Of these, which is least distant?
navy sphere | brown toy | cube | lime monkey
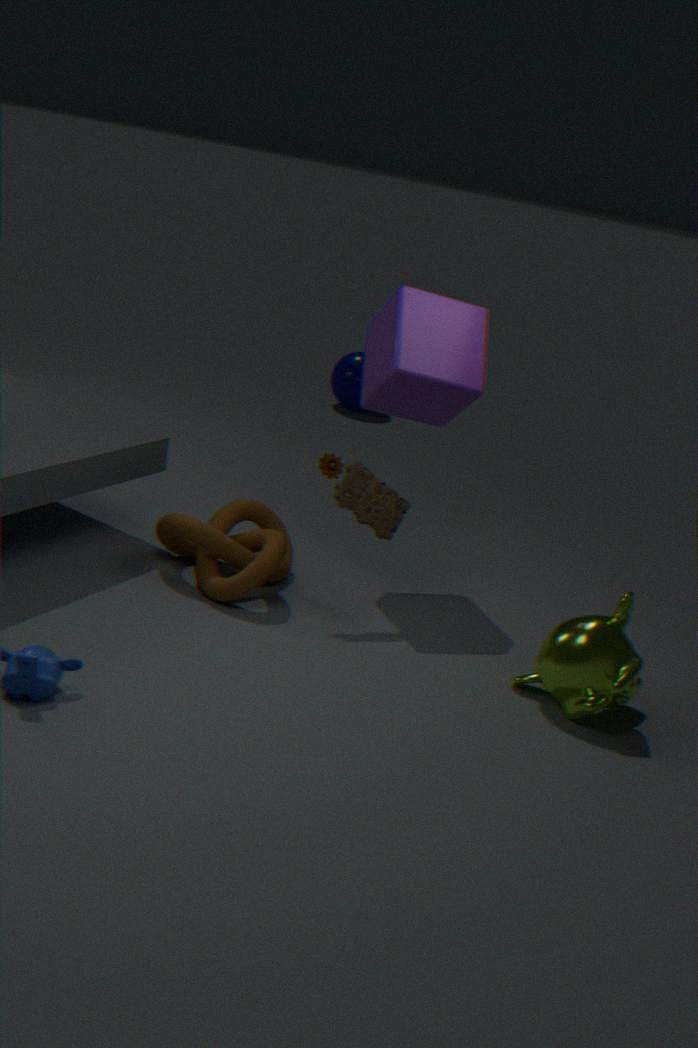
lime monkey
